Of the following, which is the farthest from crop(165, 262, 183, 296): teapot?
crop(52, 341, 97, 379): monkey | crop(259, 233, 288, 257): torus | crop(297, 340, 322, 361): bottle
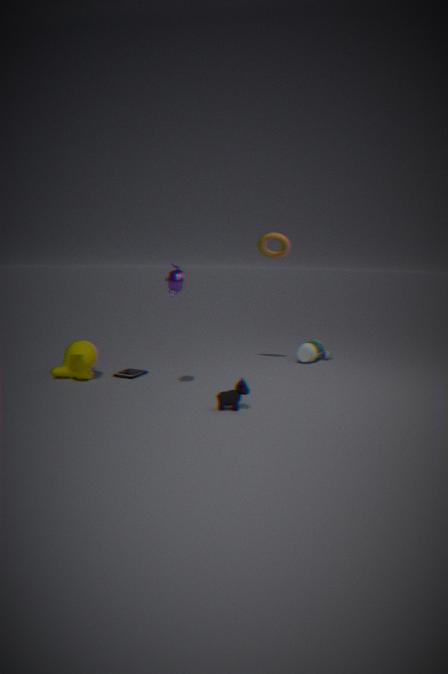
crop(297, 340, 322, 361): bottle
